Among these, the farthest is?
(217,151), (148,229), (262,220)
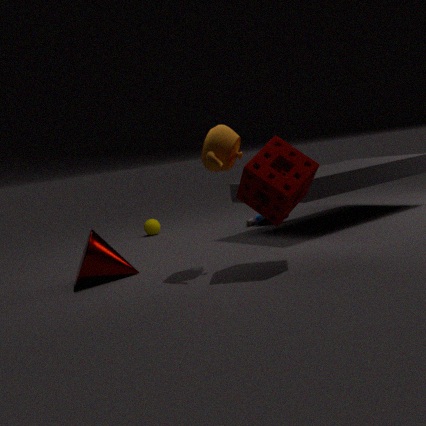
(148,229)
